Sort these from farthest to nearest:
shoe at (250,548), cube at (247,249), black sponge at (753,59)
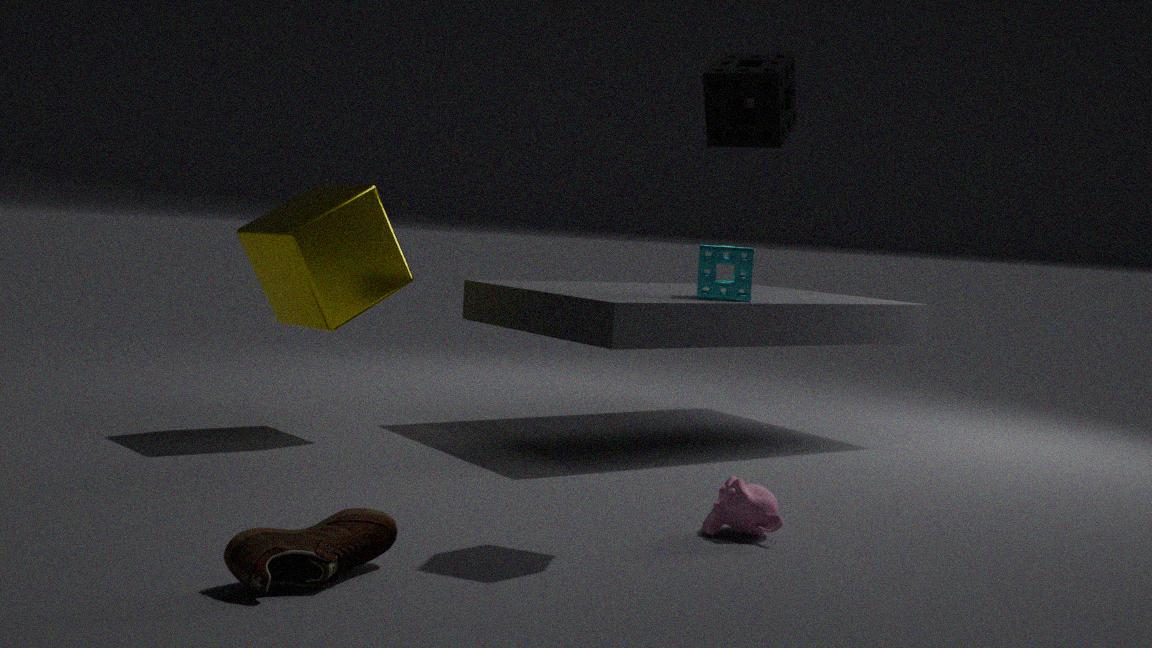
cube at (247,249) → black sponge at (753,59) → shoe at (250,548)
